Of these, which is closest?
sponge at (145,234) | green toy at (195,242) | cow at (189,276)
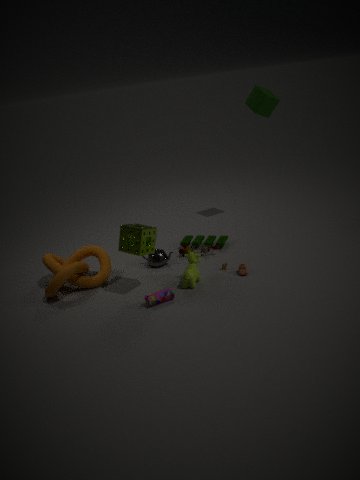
sponge at (145,234)
